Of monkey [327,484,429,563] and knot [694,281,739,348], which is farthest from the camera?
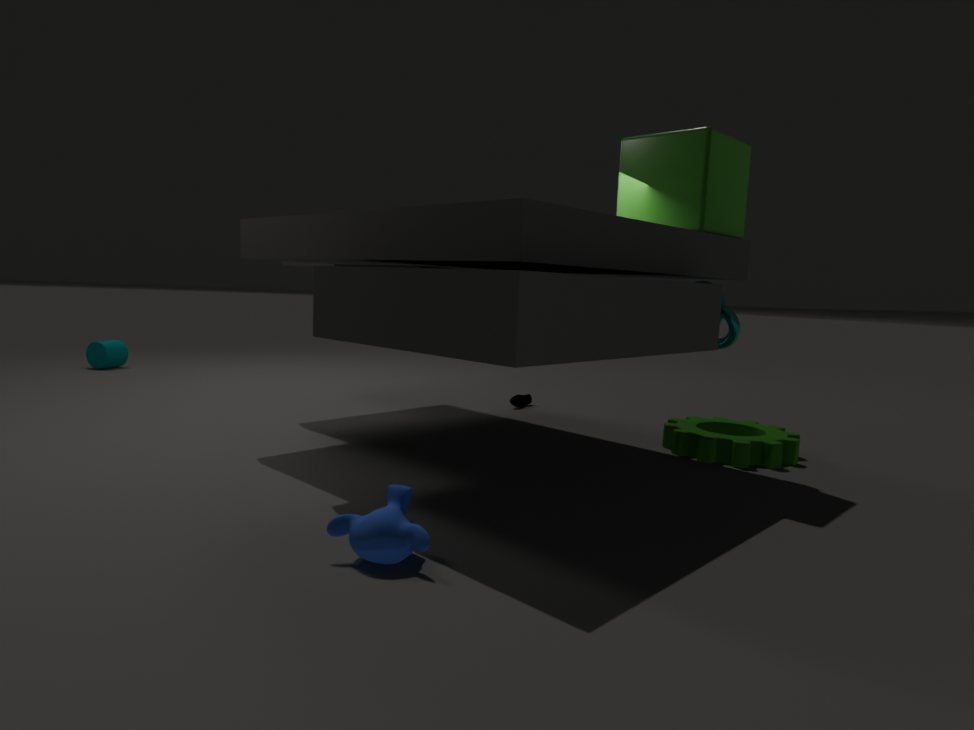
knot [694,281,739,348]
